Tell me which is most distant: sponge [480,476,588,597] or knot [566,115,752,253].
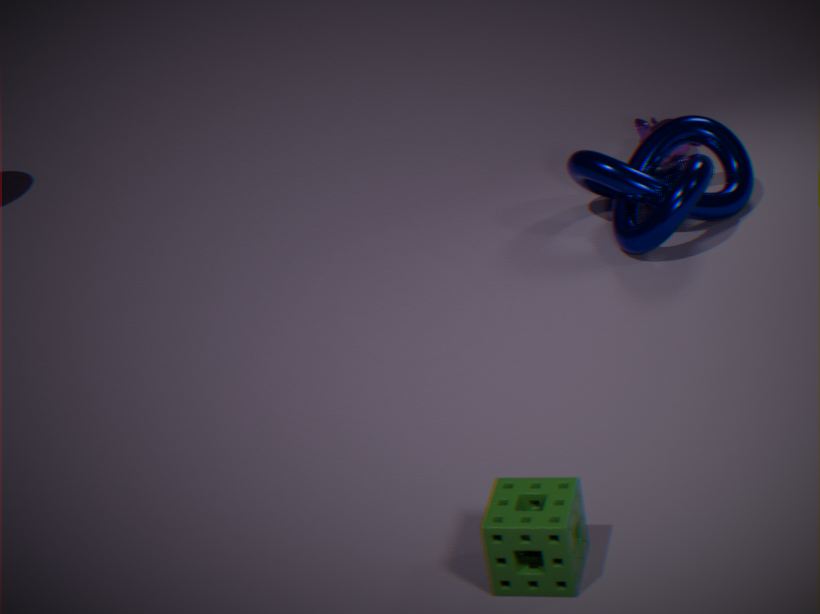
knot [566,115,752,253]
